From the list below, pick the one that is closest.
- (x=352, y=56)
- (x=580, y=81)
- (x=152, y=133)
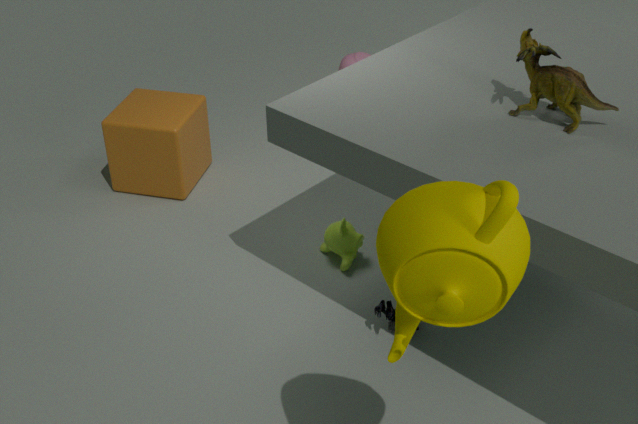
(x=580, y=81)
